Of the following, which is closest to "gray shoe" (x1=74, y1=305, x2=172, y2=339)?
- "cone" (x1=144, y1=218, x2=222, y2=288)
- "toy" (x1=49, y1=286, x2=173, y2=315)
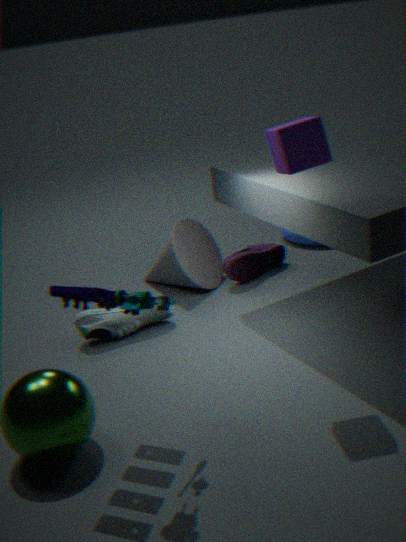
"cone" (x1=144, y1=218, x2=222, y2=288)
